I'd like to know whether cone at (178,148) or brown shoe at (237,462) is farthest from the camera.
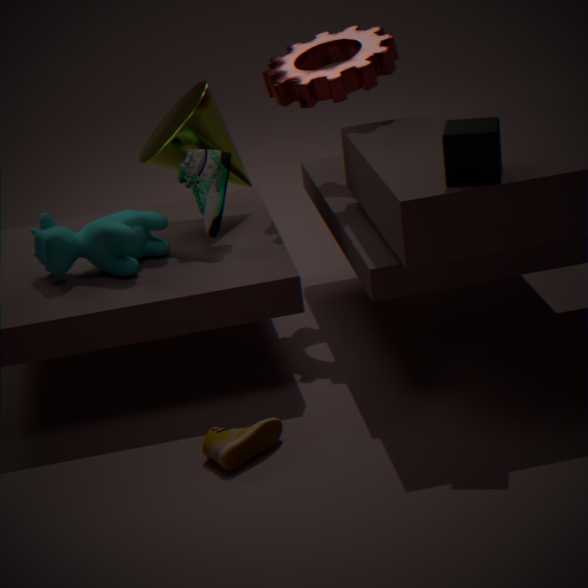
cone at (178,148)
